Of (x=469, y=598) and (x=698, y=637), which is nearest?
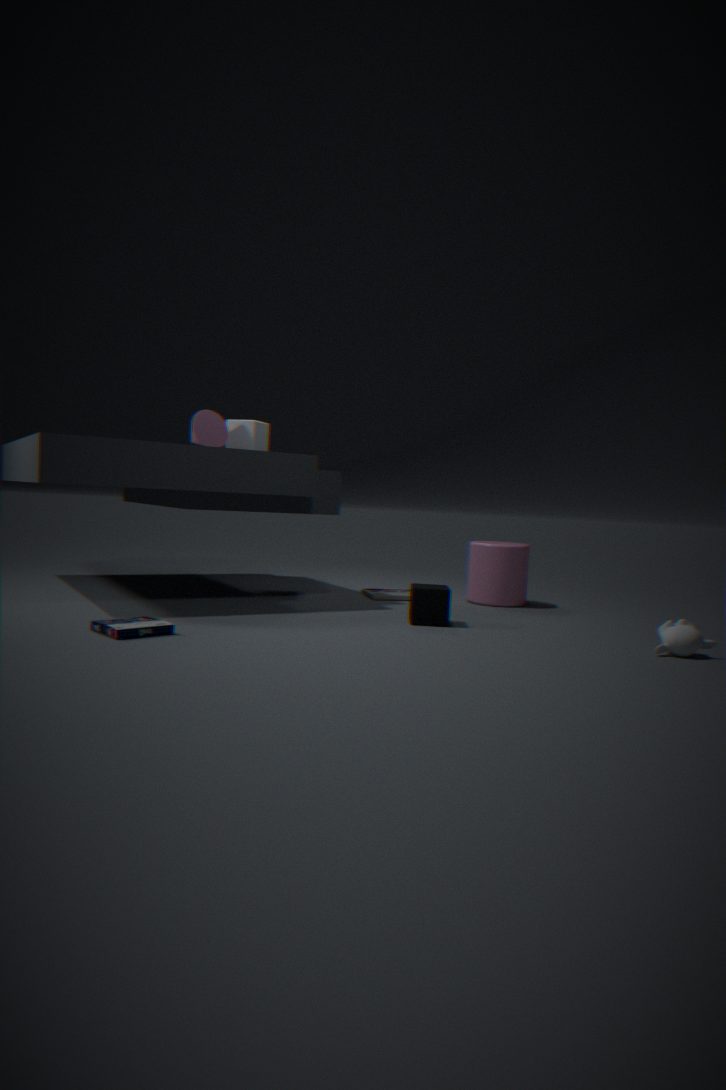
(x=698, y=637)
